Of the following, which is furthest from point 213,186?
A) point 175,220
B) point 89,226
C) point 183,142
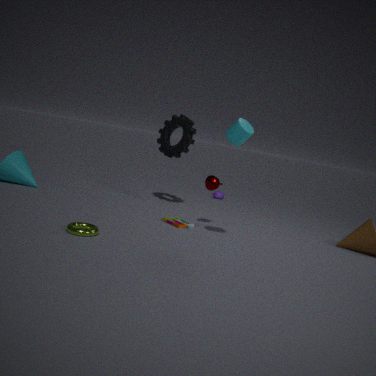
point 89,226
